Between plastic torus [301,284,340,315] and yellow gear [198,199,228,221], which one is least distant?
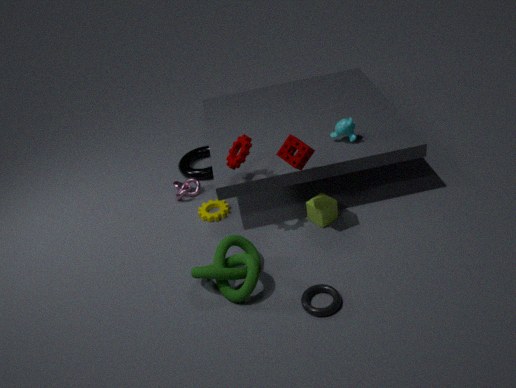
plastic torus [301,284,340,315]
